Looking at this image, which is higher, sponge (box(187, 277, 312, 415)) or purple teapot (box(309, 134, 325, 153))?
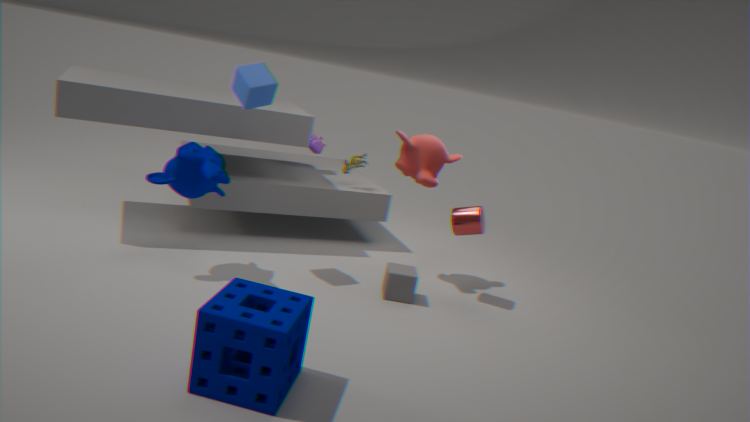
purple teapot (box(309, 134, 325, 153))
